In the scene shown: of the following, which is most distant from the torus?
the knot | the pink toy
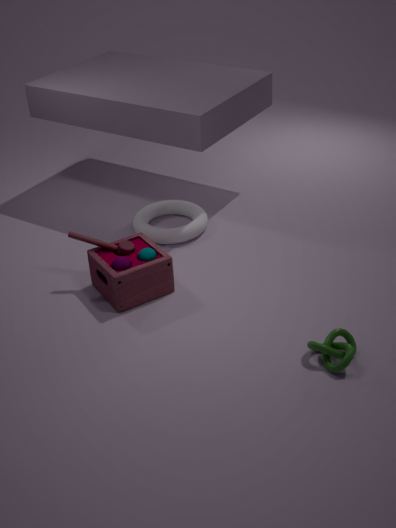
the knot
